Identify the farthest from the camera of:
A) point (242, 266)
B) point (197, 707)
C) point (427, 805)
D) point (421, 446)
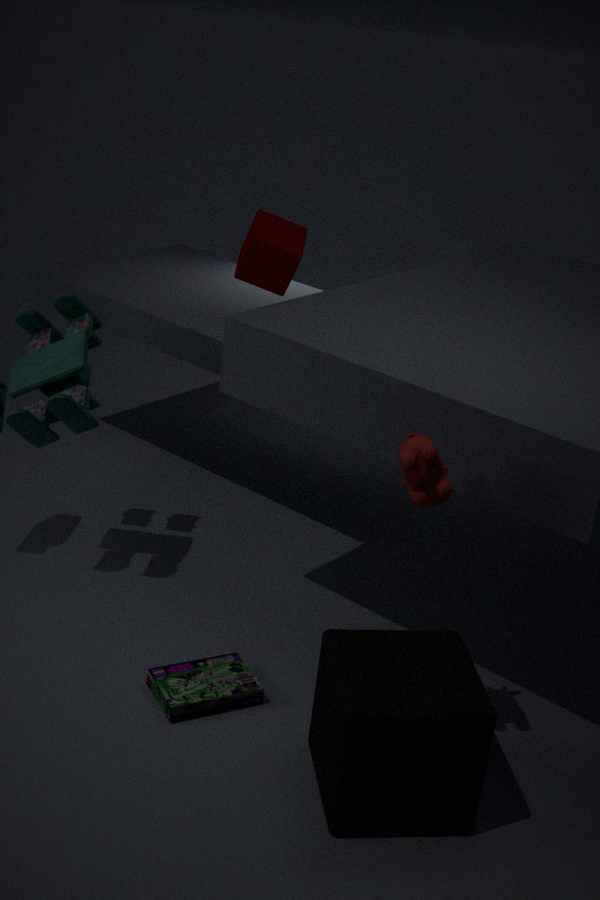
point (242, 266)
